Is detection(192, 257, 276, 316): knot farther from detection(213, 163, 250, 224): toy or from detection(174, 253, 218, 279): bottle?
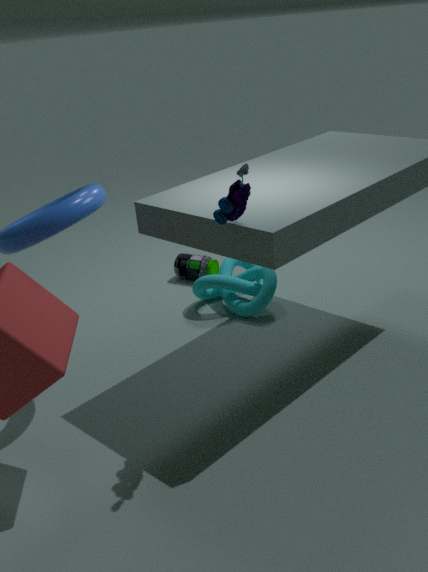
detection(213, 163, 250, 224): toy
